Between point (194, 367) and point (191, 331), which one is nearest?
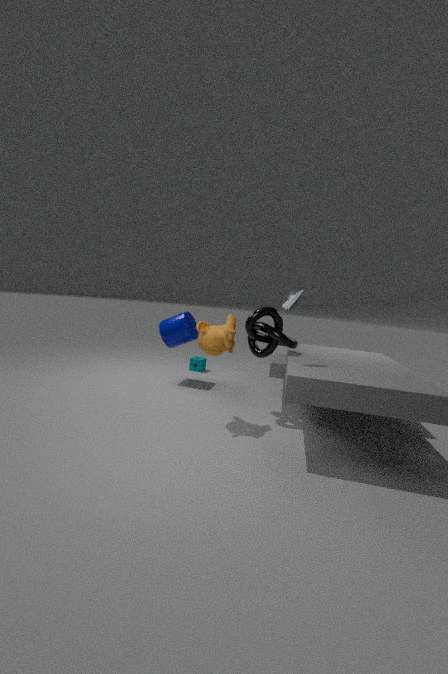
point (191, 331)
